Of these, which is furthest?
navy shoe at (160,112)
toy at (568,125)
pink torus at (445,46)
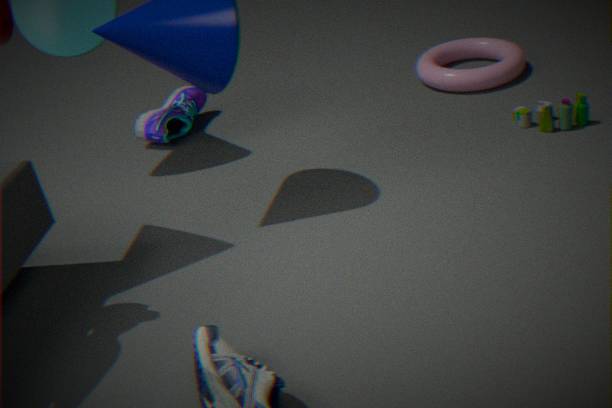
navy shoe at (160,112)
